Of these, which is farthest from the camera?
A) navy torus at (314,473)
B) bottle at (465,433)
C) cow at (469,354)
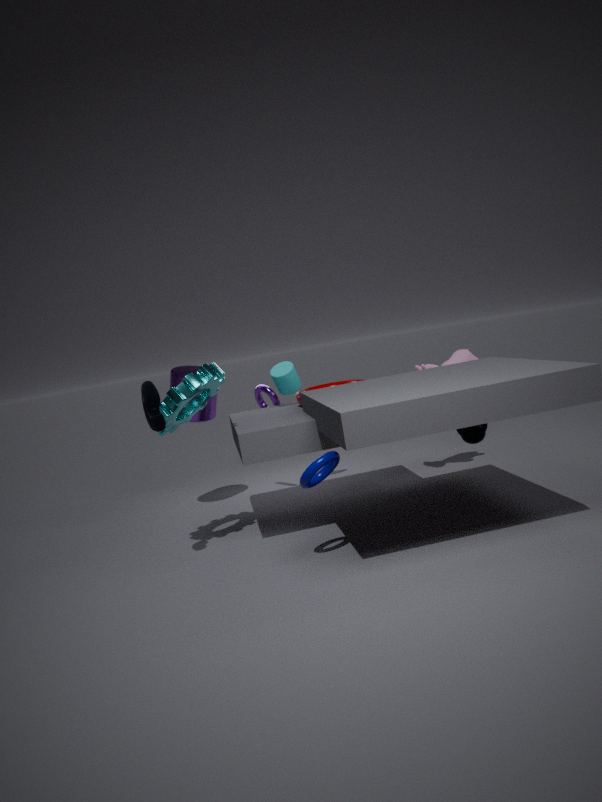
cow at (469,354)
